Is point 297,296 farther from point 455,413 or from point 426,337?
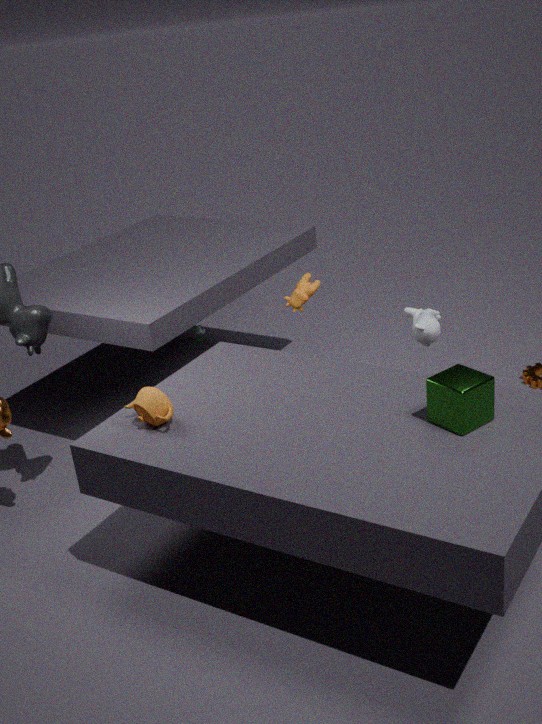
point 455,413
